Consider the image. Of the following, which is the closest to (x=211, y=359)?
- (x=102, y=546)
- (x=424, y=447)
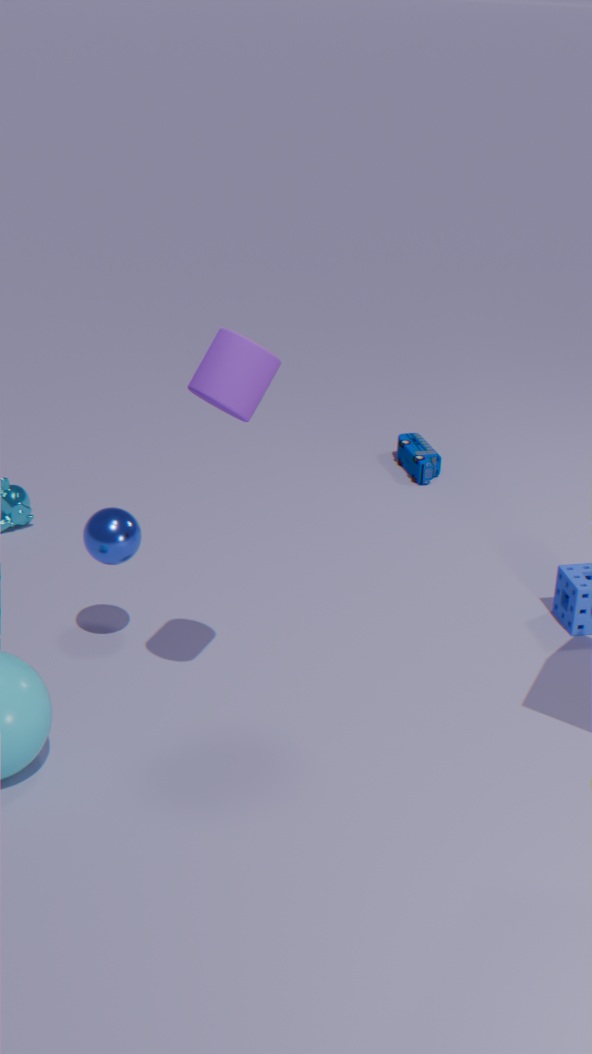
(x=102, y=546)
